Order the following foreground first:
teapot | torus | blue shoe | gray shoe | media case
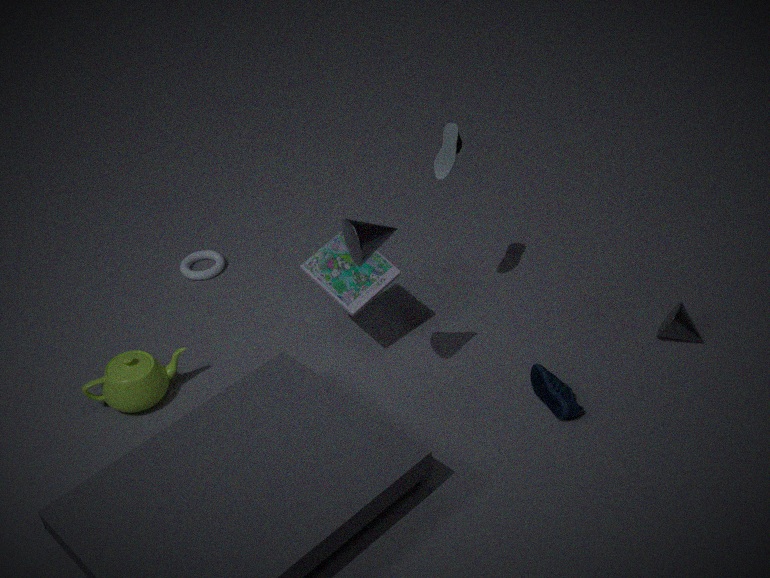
blue shoe, gray shoe, teapot, media case, torus
